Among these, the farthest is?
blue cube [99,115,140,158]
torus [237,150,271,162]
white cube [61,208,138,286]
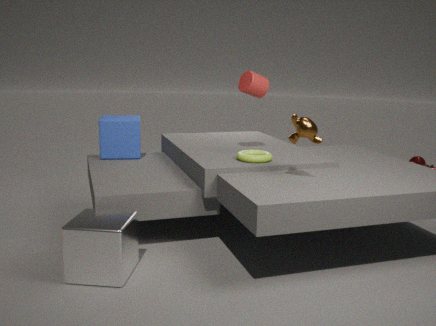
blue cube [99,115,140,158]
